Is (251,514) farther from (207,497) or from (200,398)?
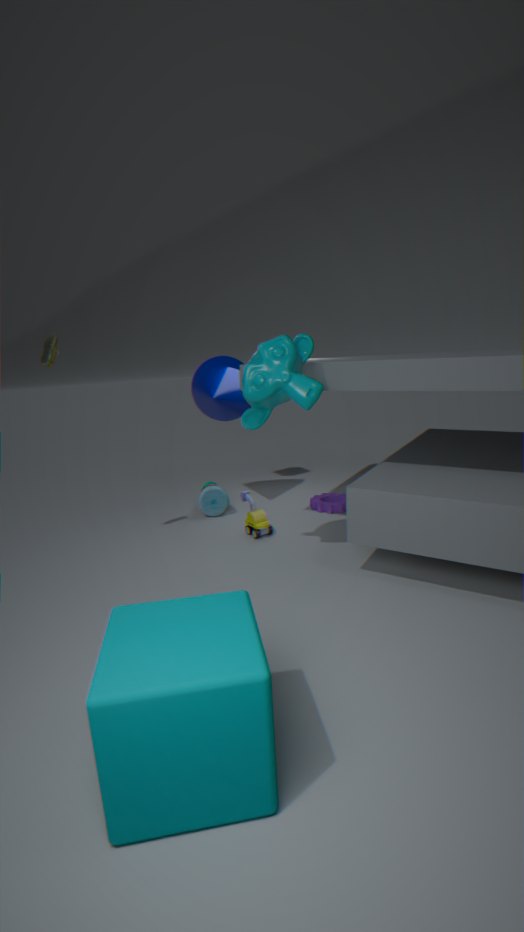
(200,398)
